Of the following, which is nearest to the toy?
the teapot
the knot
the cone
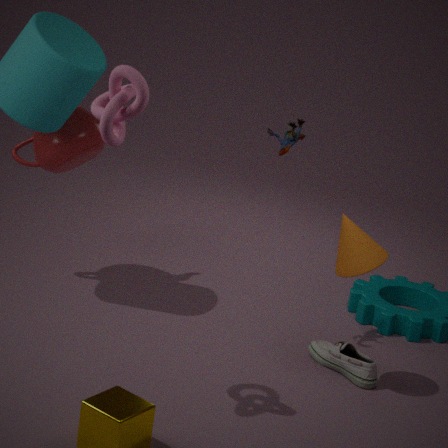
the cone
